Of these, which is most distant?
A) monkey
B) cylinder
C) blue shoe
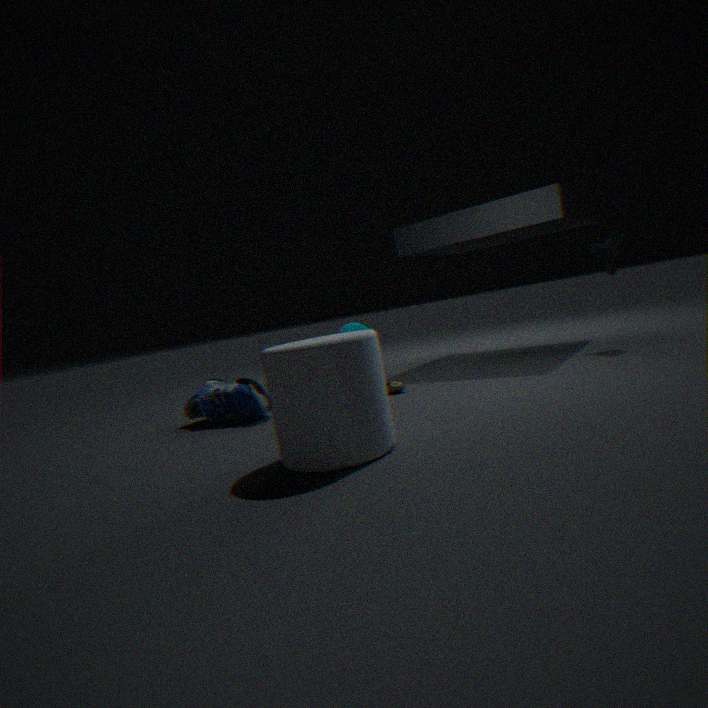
monkey
